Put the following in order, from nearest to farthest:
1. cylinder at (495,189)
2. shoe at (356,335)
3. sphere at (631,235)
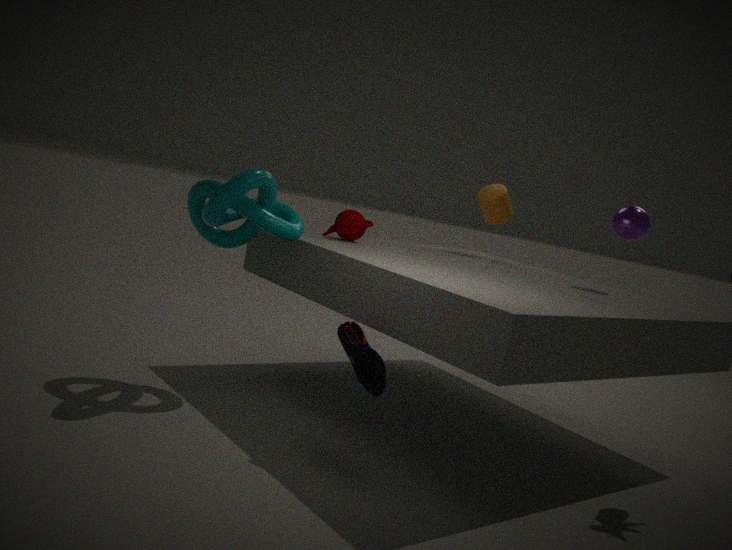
shoe at (356,335), sphere at (631,235), cylinder at (495,189)
